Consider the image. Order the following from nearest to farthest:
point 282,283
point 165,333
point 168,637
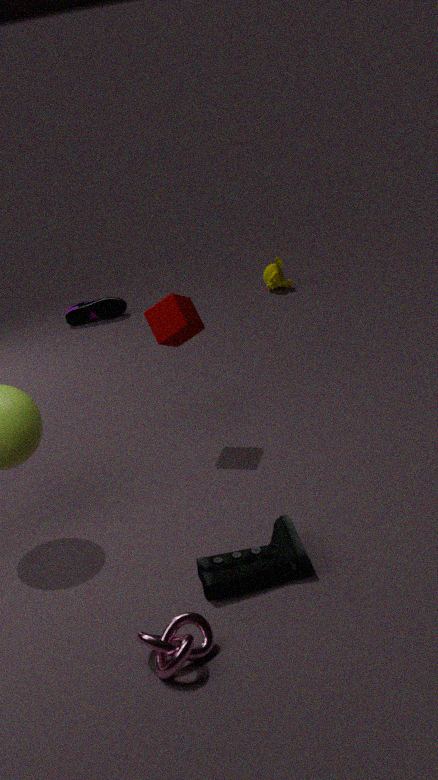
1. point 168,637
2. point 165,333
3. point 282,283
